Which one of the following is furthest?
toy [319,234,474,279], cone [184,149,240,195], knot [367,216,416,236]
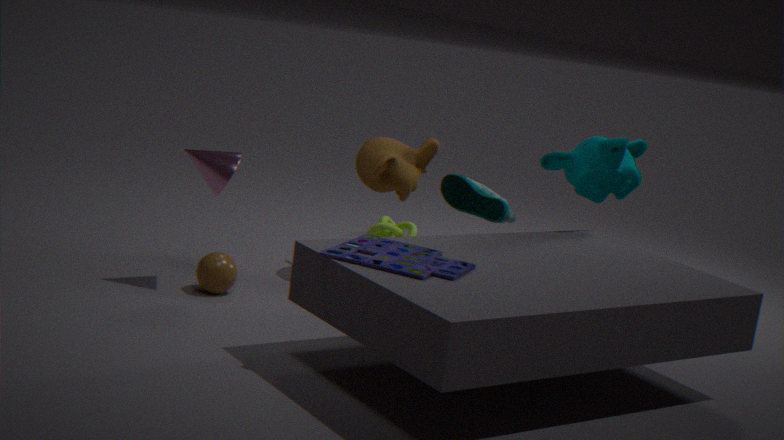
knot [367,216,416,236]
